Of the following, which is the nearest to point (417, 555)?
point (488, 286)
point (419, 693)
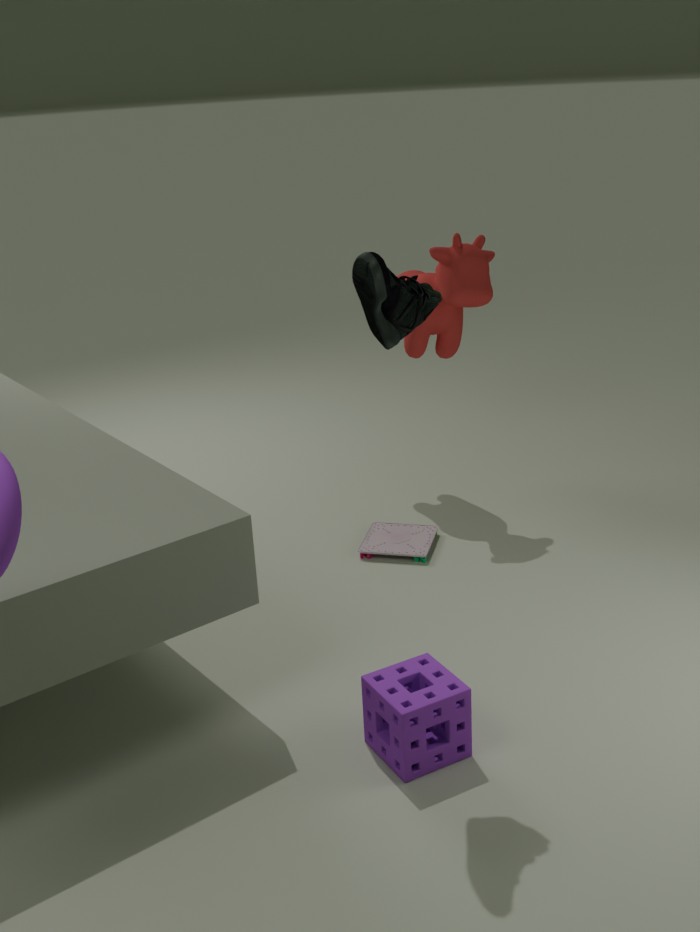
point (488, 286)
